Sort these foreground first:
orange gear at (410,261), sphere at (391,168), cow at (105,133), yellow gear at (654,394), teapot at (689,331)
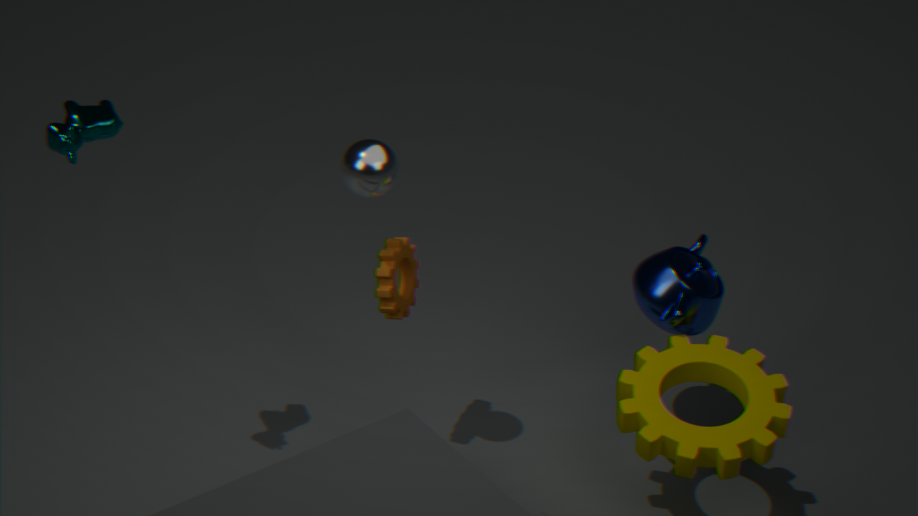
cow at (105,133) < sphere at (391,168) < yellow gear at (654,394) < orange gear at (410,261) < teapot at (689,331)
